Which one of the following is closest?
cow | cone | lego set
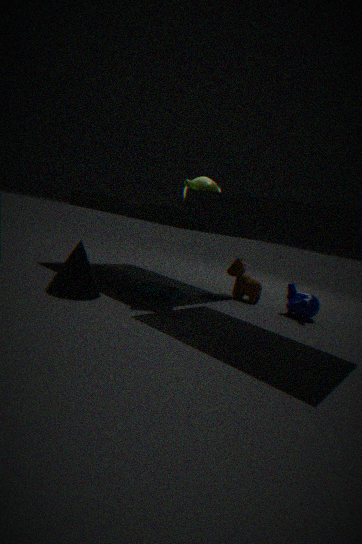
cone
